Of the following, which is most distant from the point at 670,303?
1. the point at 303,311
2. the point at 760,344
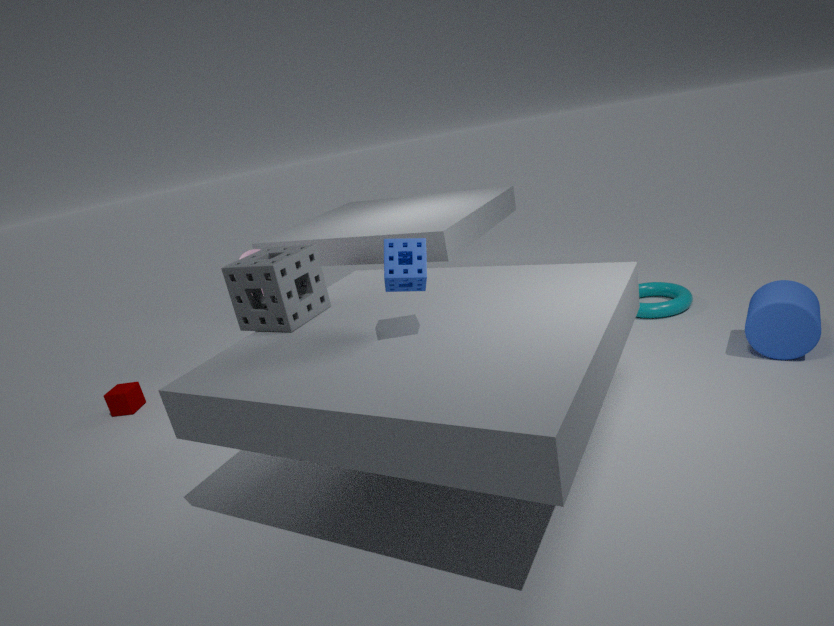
the point at 303,311
